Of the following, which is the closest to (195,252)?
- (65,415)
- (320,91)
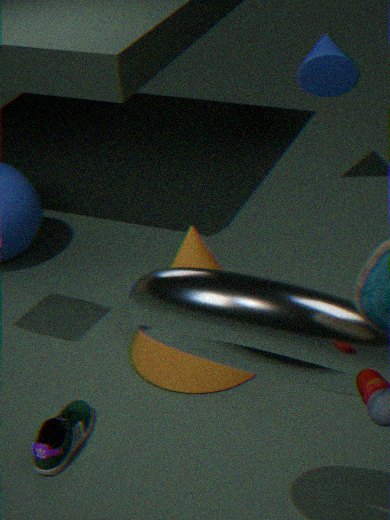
(65,415)
